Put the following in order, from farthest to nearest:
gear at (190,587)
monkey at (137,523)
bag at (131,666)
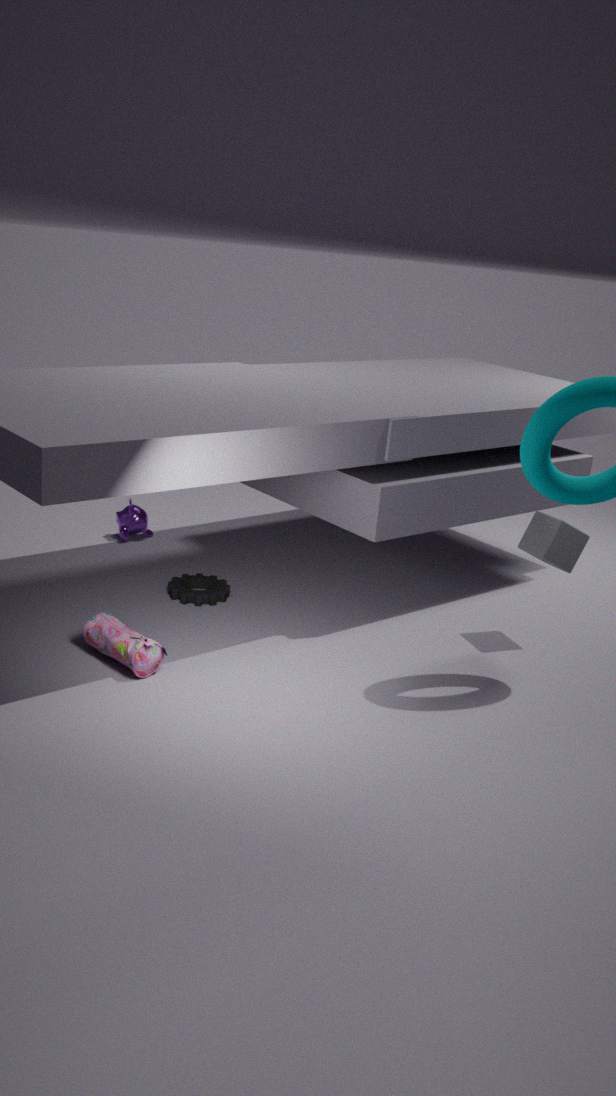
monkey at (137,523) < gear at (190,587) < bag at (131,666)
